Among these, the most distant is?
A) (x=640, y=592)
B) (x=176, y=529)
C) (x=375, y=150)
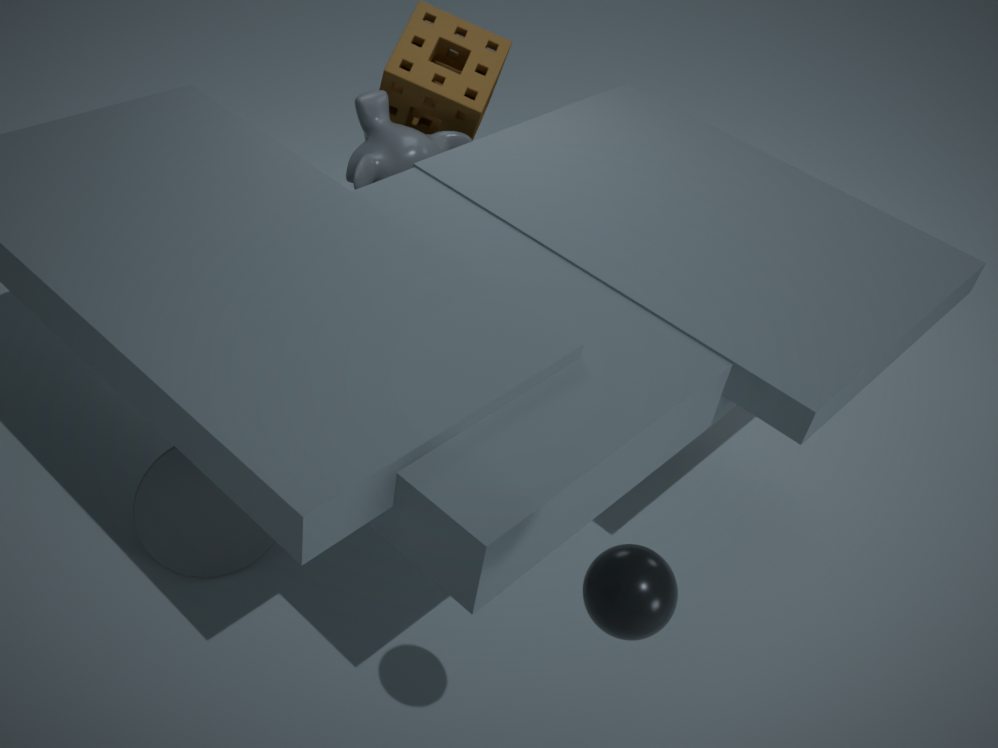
(x=375, y=150)
